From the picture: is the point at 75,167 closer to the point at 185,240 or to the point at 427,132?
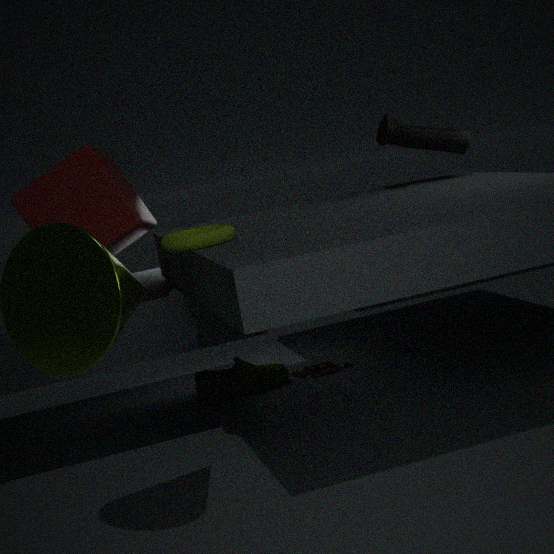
the point at 185,240
